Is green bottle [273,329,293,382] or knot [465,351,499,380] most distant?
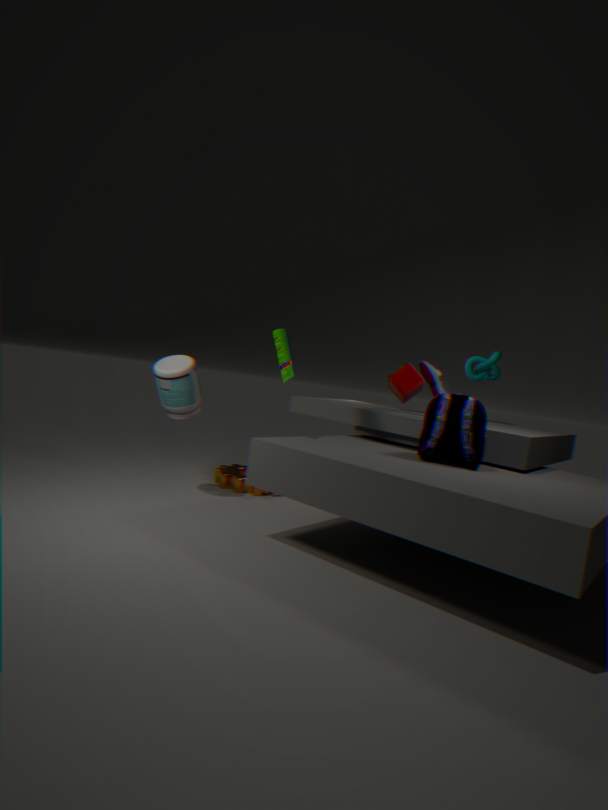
knot [465,351,499,380]
